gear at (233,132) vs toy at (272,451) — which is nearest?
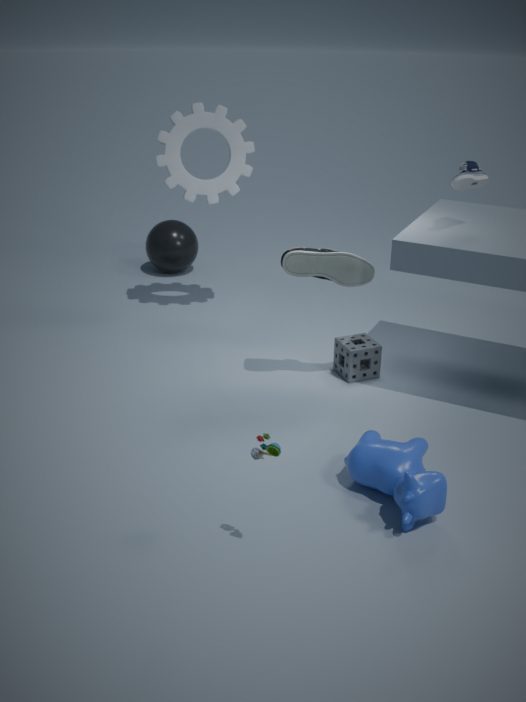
toy at (272,451)
